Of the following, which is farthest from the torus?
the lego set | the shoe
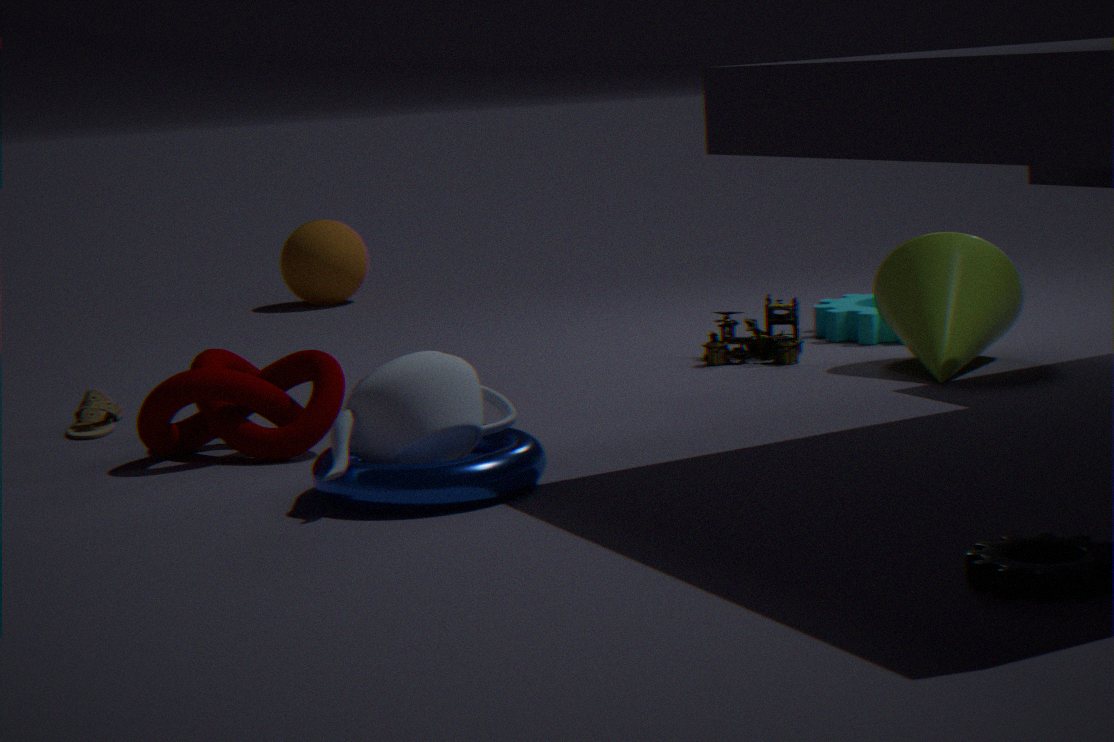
the lego set
